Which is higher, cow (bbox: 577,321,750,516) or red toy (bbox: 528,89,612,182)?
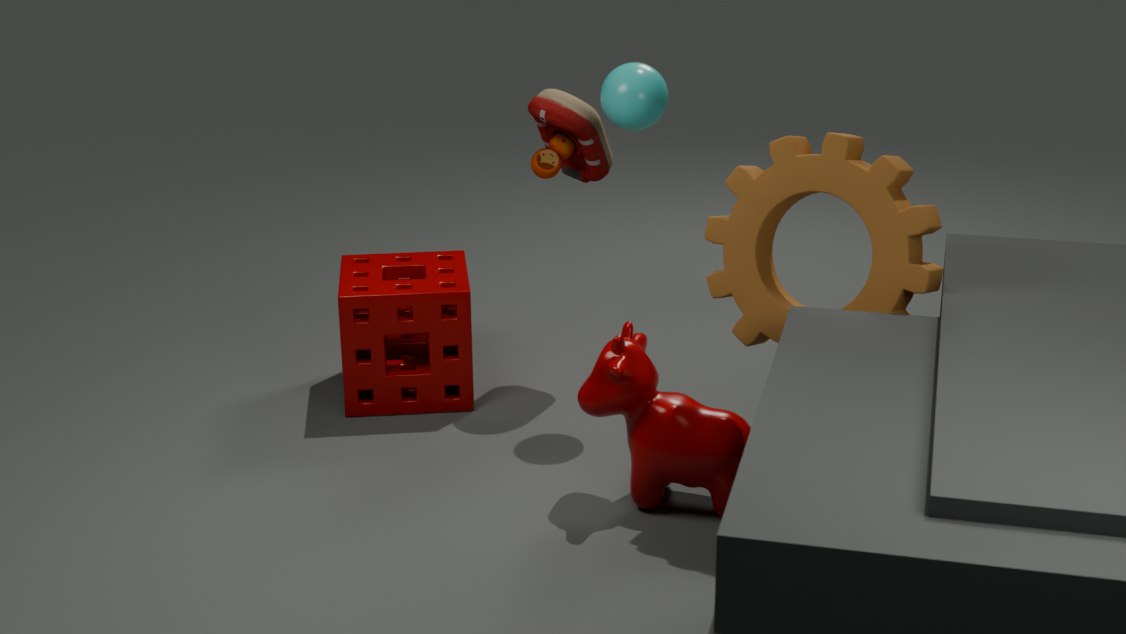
red toy (bbox: 528,89,612,182)
